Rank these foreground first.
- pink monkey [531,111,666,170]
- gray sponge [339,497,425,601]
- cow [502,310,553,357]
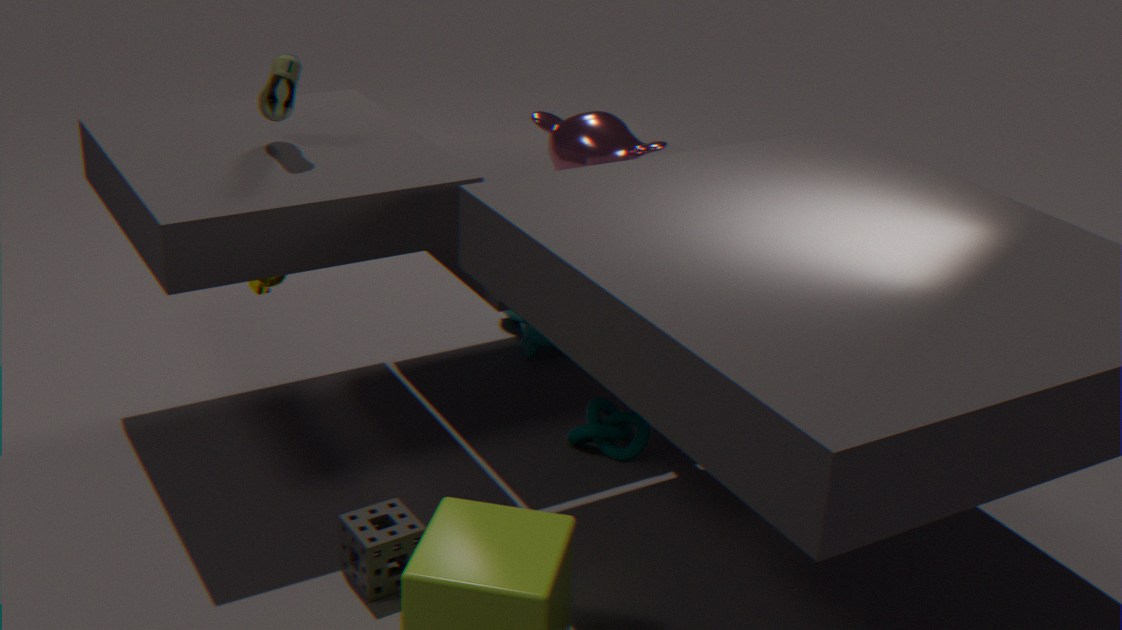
gray sponge [339,497,425,601] → pink monkey [531,111,666,170] → cow [502,310,553,357]
